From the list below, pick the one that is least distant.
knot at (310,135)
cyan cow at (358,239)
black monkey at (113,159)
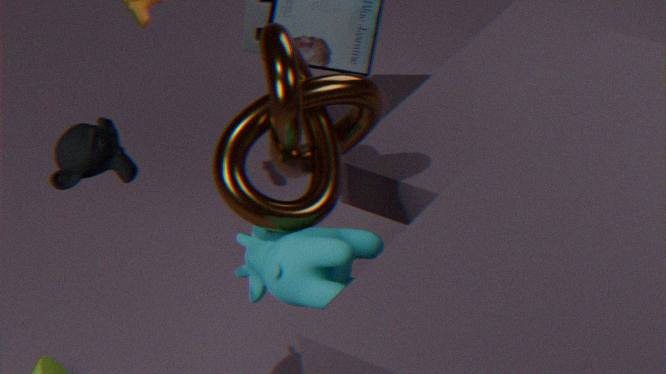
black monkey at (113,159)
